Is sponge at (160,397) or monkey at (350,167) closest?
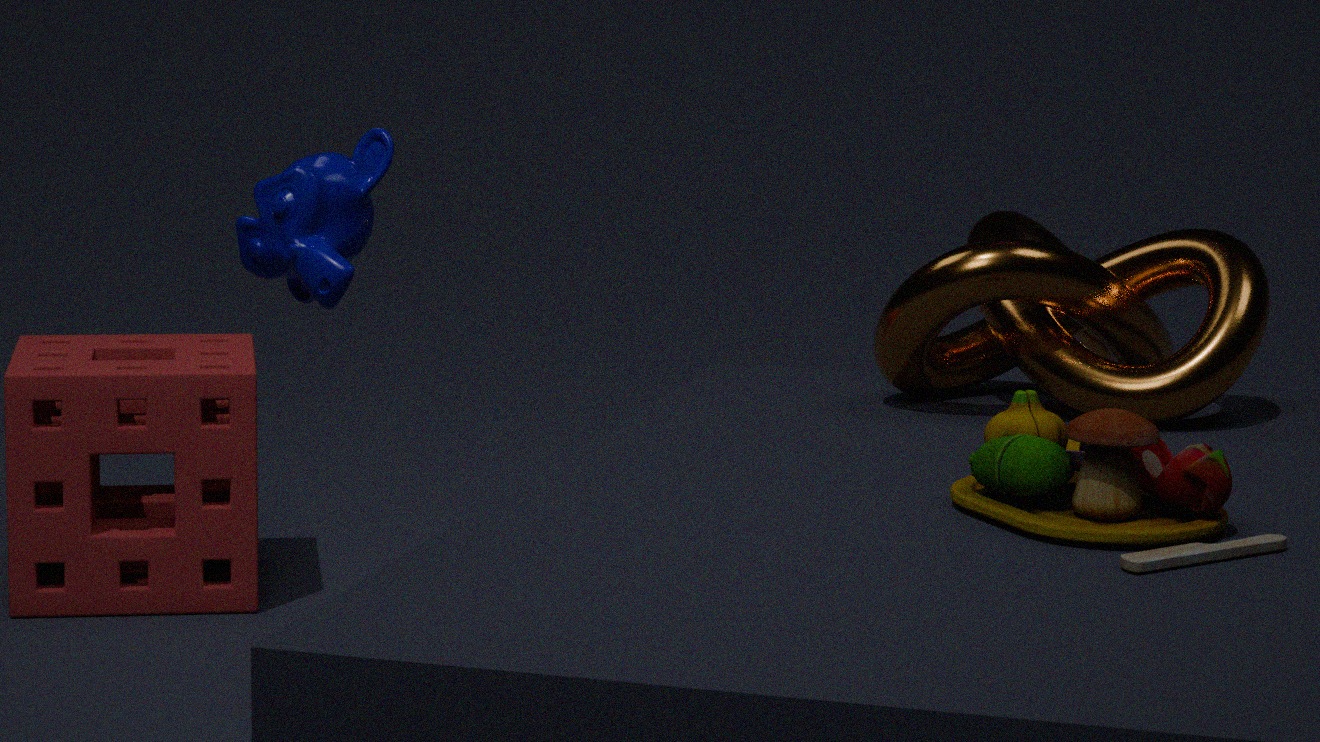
monkey at (350,167)
